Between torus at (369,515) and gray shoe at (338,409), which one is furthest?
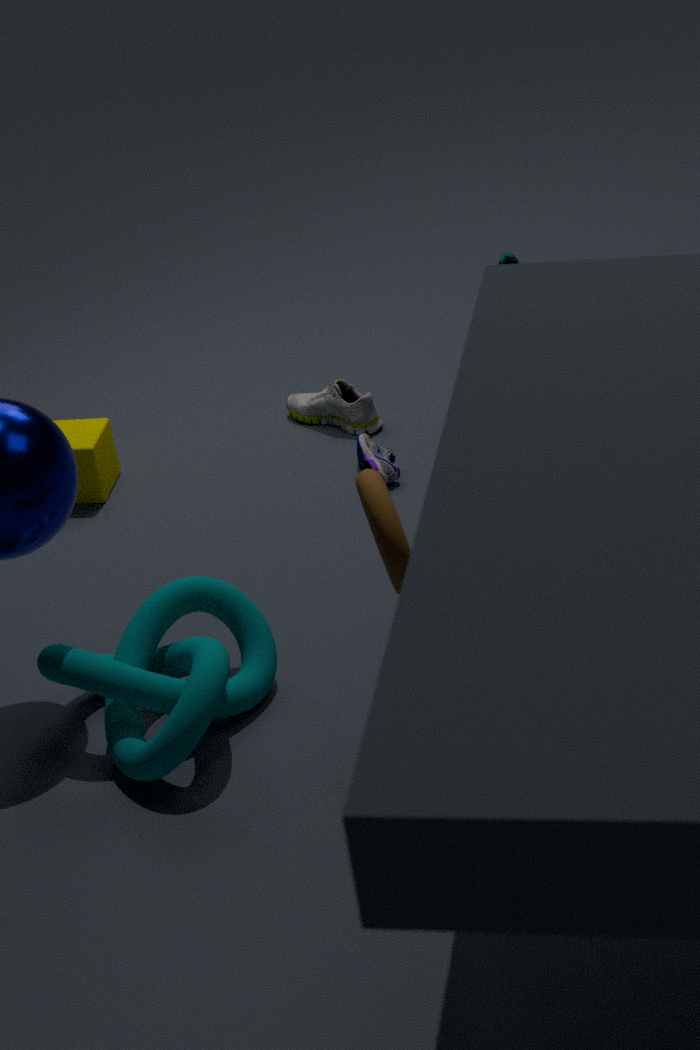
gray shoe at (338,409)
